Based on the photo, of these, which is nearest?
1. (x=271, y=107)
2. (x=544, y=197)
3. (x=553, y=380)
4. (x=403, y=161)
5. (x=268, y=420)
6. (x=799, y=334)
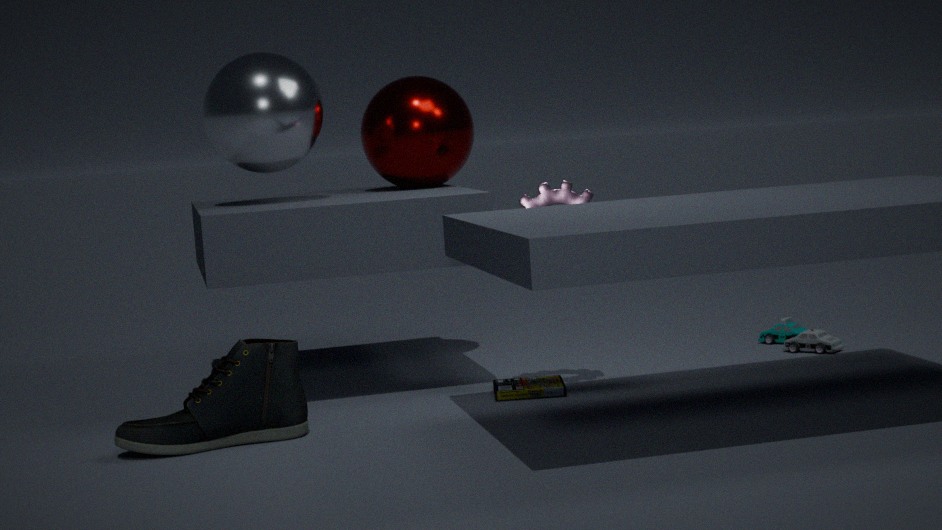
(x=268, y=420)
